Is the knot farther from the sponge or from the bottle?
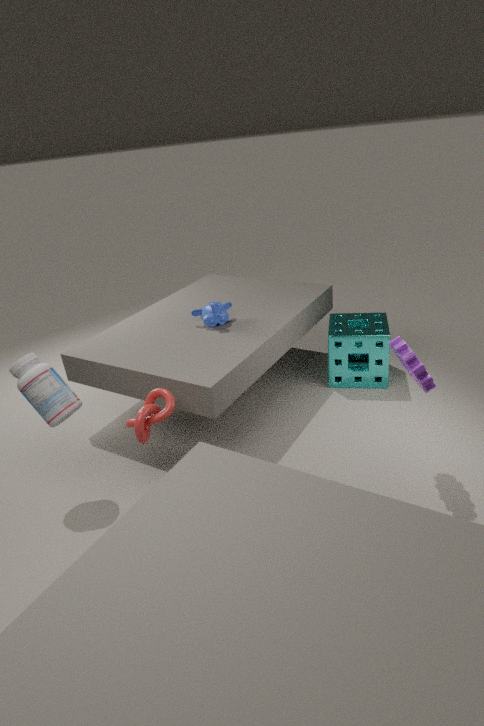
the sponge
